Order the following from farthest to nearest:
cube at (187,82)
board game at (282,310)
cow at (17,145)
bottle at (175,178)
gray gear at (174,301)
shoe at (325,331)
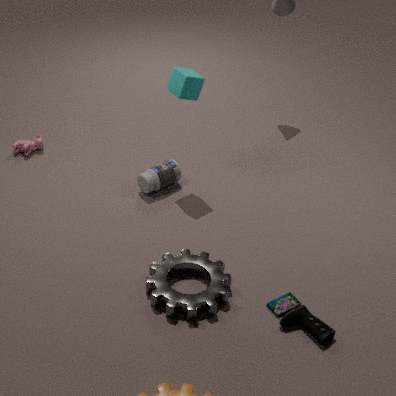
cow at (17,145), bottle at (175,178), cube at (187,82), board game at (282,310), gray gear at (174,301), shoe at (325,331)
